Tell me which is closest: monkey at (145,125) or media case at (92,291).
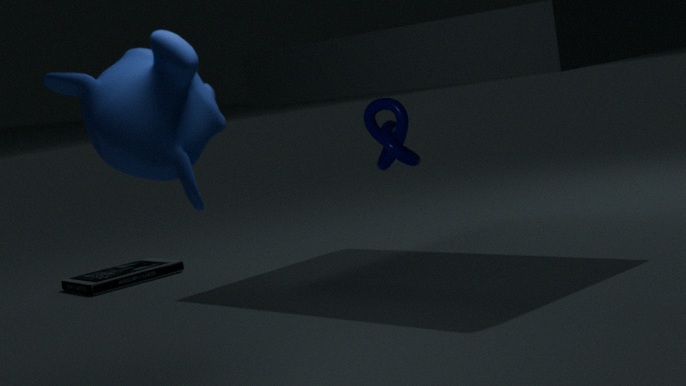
monkey at (145,125)
